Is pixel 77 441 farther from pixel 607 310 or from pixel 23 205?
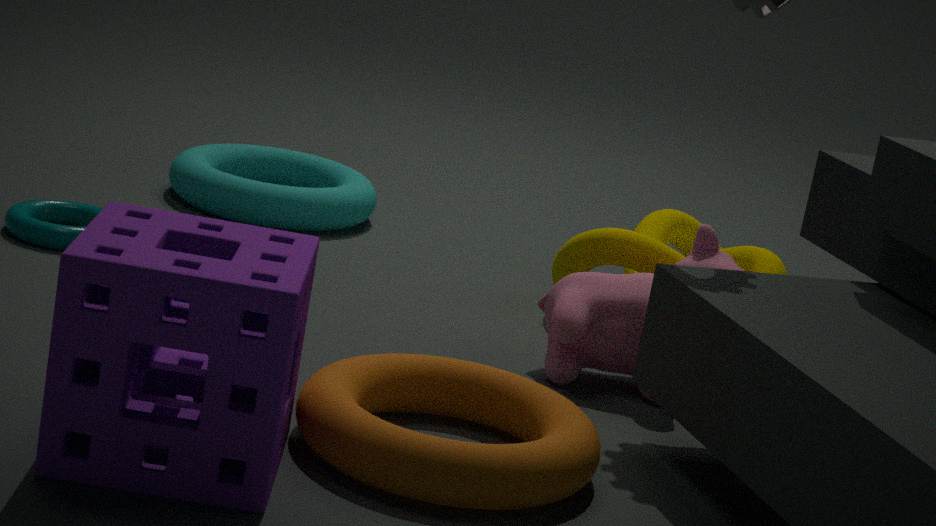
pixel 23 205
